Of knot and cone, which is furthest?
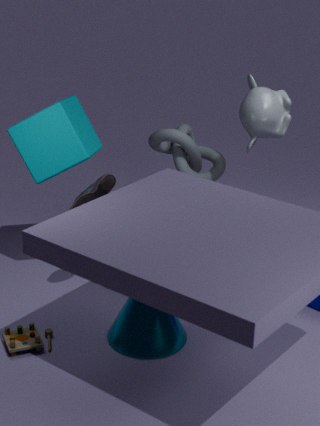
knot
